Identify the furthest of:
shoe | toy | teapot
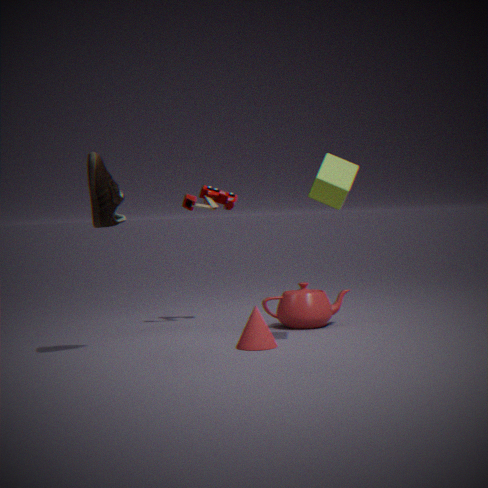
toy
